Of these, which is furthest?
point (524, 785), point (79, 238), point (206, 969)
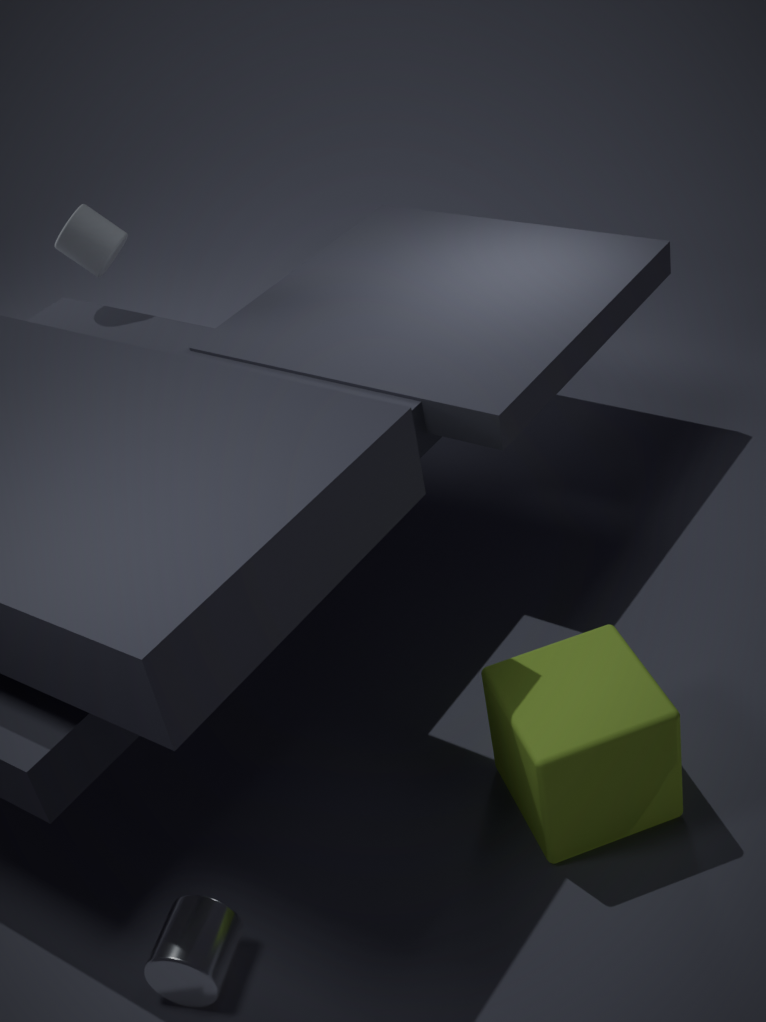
point (79, 238)
